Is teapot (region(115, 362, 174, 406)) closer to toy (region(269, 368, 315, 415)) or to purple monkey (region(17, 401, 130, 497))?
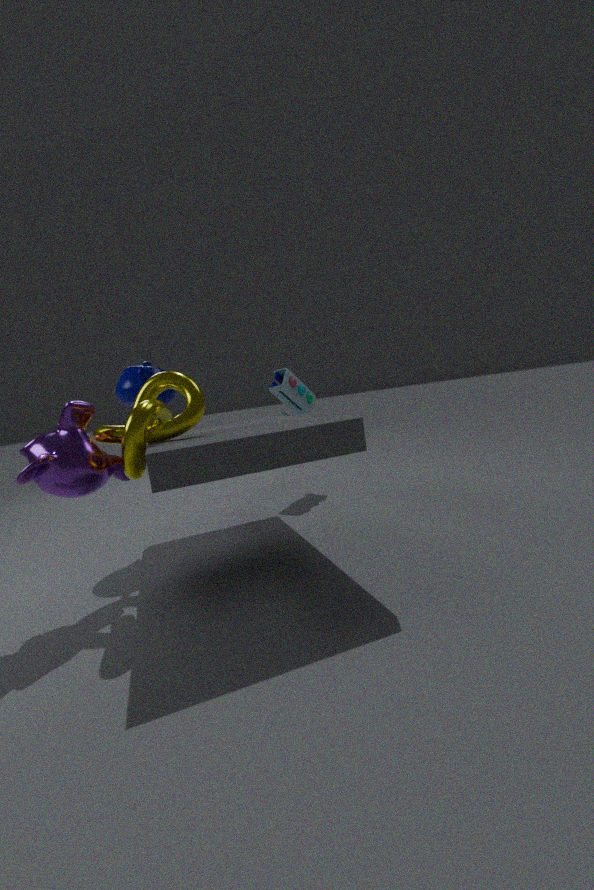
purple monkey (region(17, 401, 130, 497))
